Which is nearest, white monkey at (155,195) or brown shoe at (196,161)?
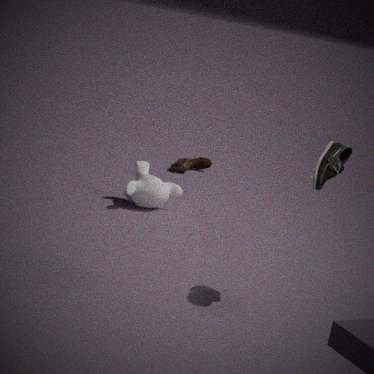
white monkey at (155,195)
